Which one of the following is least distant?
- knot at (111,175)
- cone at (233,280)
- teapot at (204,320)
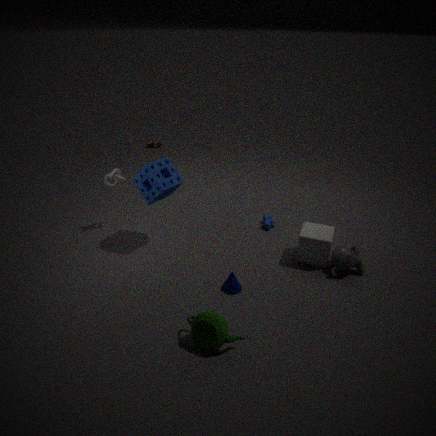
teapot at (204,320)
